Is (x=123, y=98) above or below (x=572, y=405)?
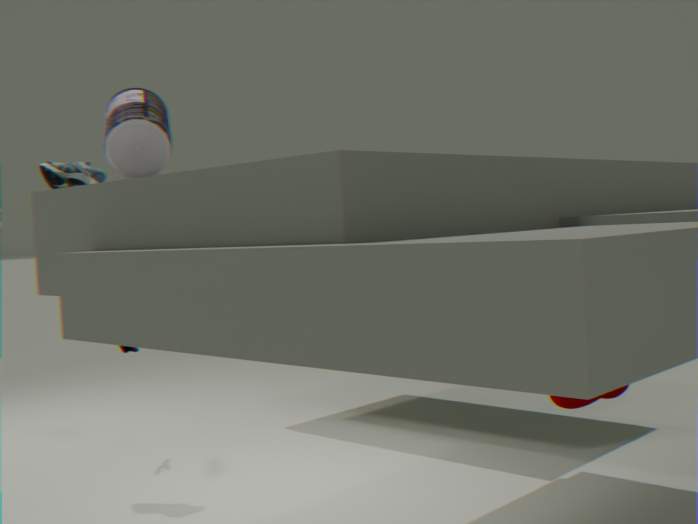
above
